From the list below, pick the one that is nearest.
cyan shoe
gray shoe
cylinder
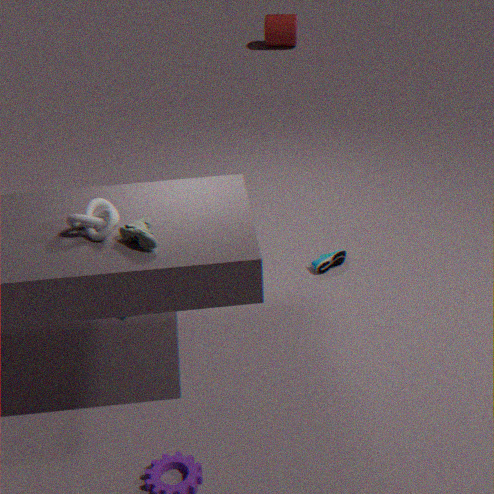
gray shoe
